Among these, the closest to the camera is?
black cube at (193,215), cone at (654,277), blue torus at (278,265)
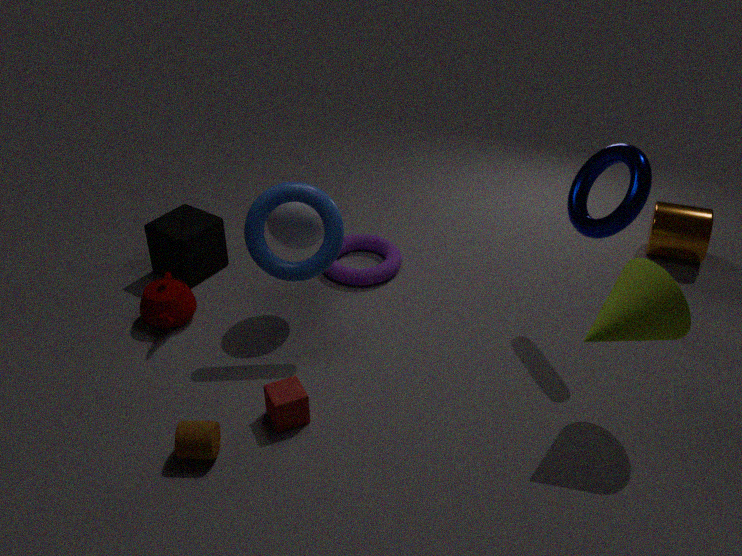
cone at (654,277)
